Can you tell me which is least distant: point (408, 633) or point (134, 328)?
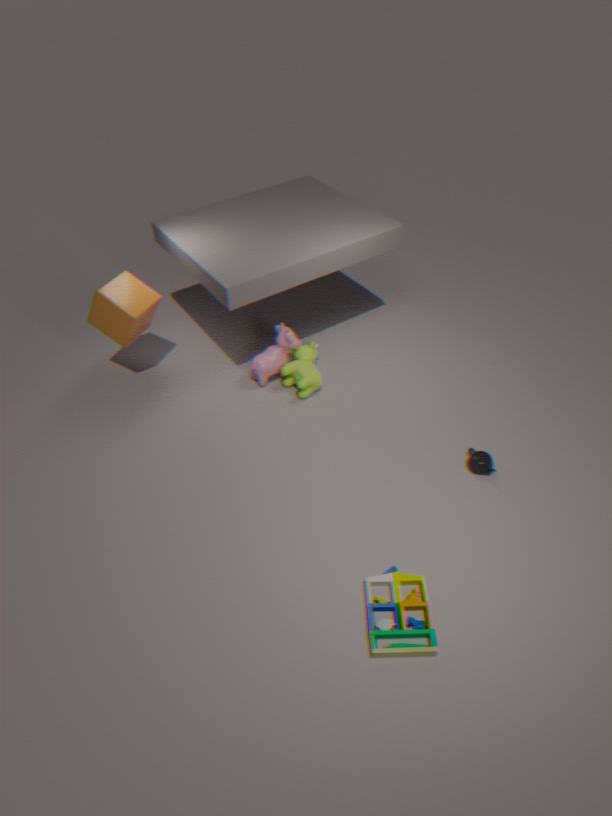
point (408, 633)
